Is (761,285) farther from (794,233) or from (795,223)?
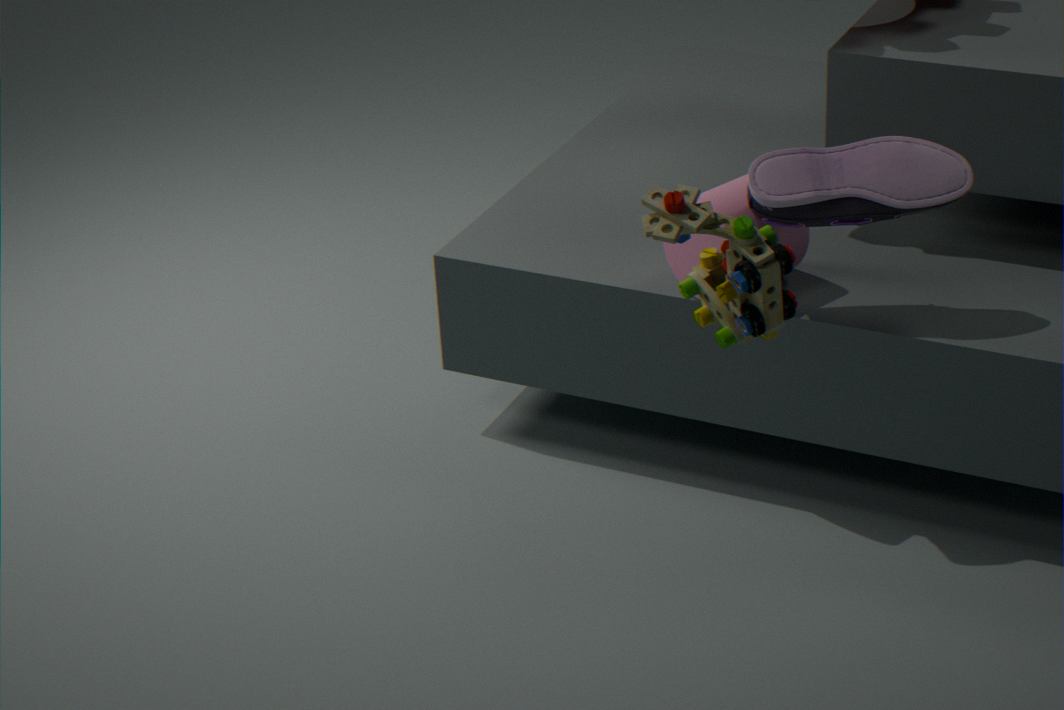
(794,233)
